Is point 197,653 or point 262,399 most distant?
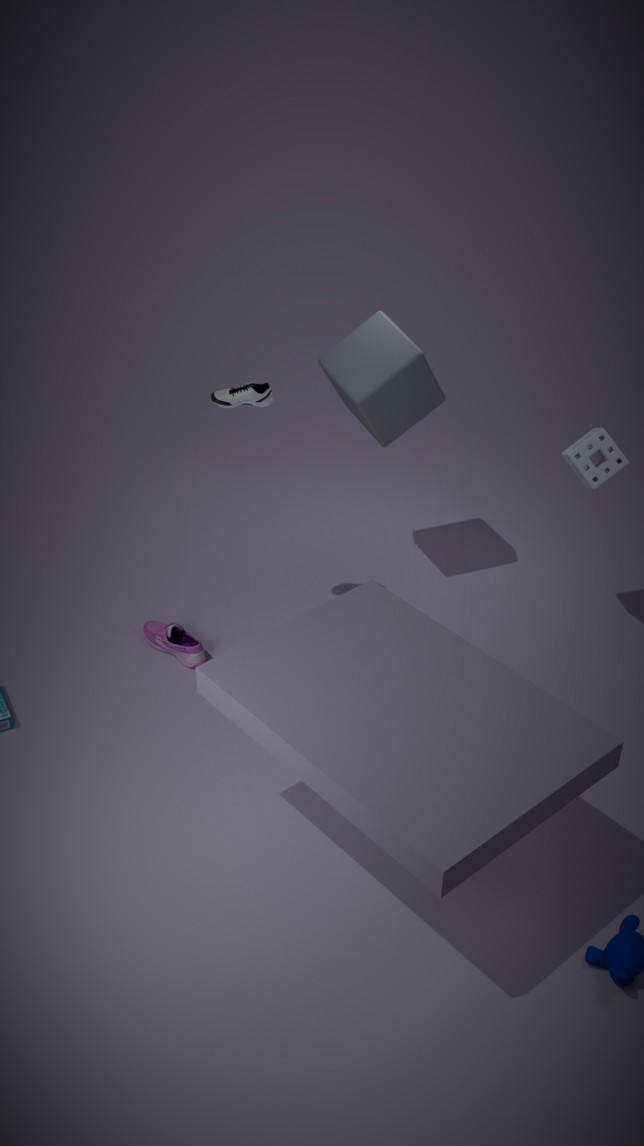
point 197,653
